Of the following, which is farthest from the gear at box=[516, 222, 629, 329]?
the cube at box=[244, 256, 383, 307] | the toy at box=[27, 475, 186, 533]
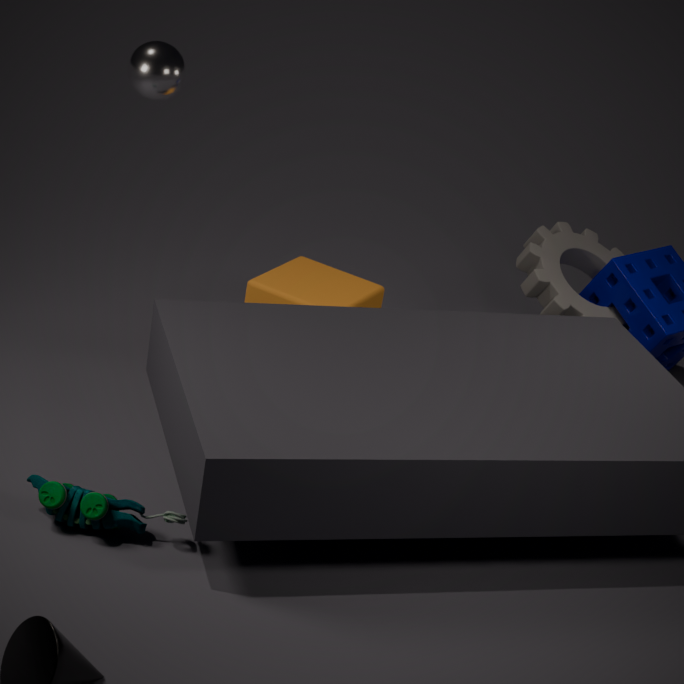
the toy at box=[27, 475, 186, 533]
